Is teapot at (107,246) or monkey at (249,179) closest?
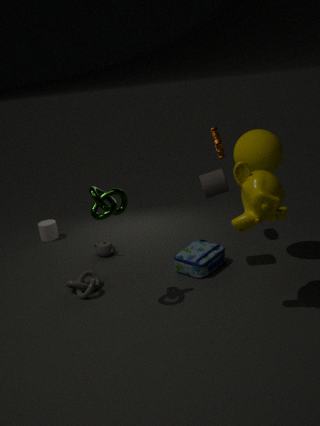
monkey at (249,179)
